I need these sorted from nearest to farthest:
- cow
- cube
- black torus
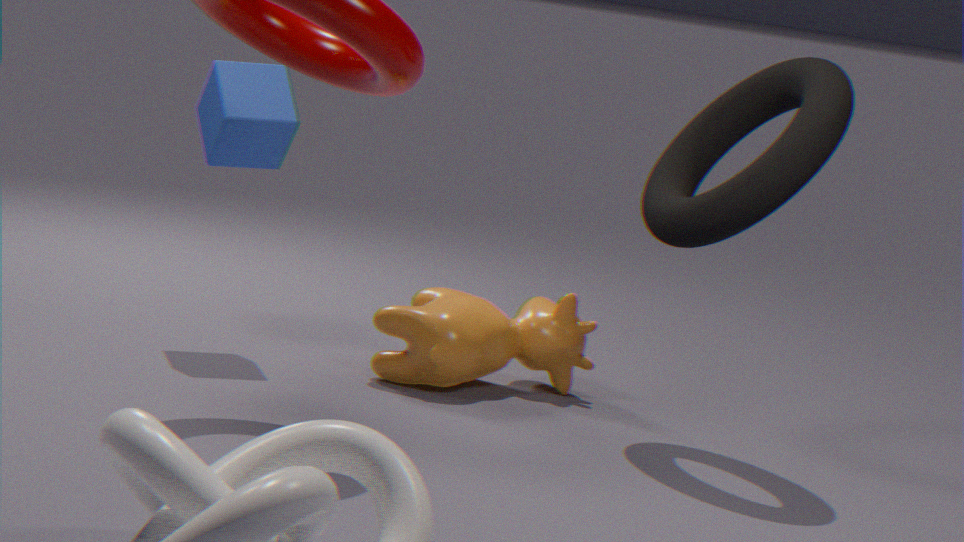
black torus < cow < cube
